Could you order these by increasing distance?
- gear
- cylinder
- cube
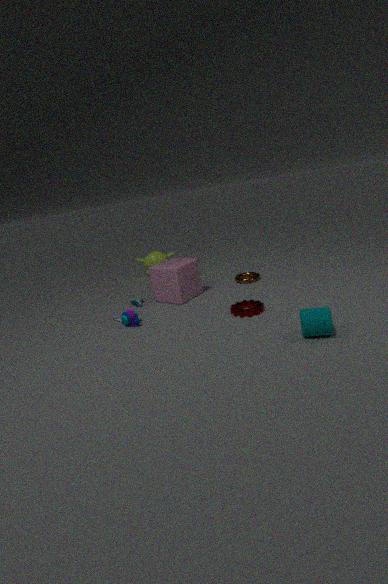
cylinder → gear → cube
